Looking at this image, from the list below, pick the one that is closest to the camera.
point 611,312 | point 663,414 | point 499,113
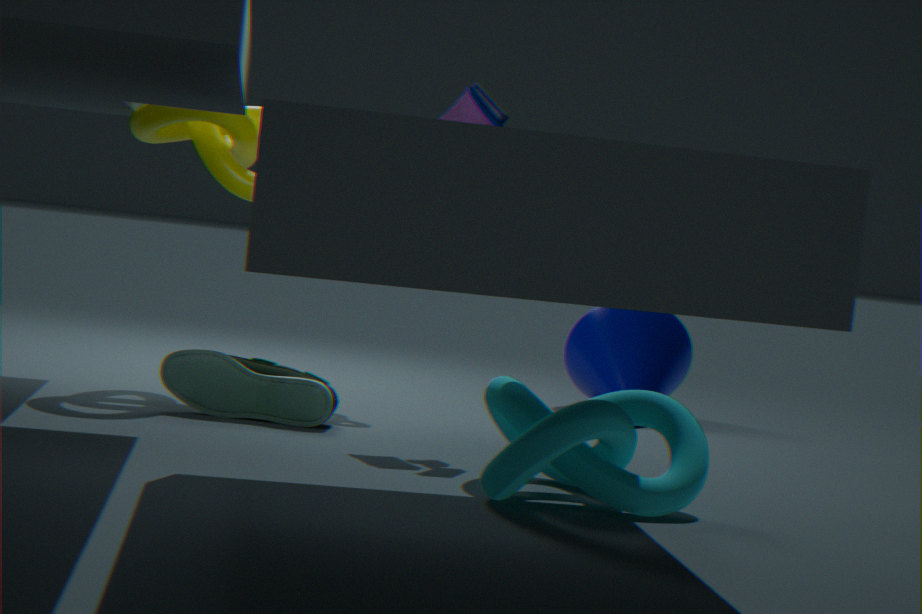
point 663,414
